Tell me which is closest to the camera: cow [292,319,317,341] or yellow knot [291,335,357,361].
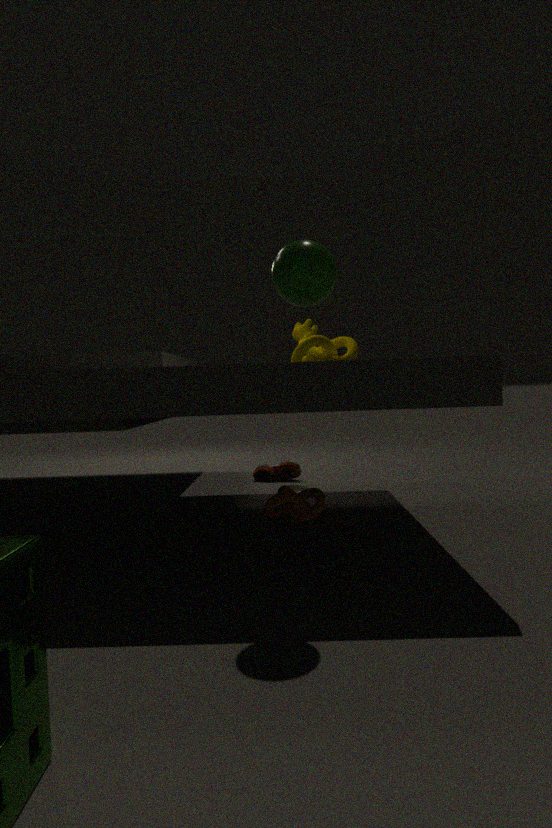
yellow knot [291,335,357,361]
